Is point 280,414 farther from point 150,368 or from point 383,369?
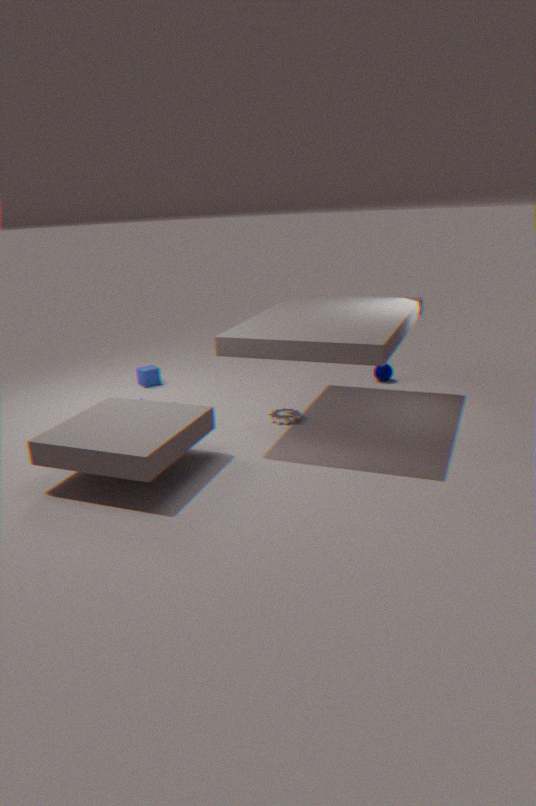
point 150,368
